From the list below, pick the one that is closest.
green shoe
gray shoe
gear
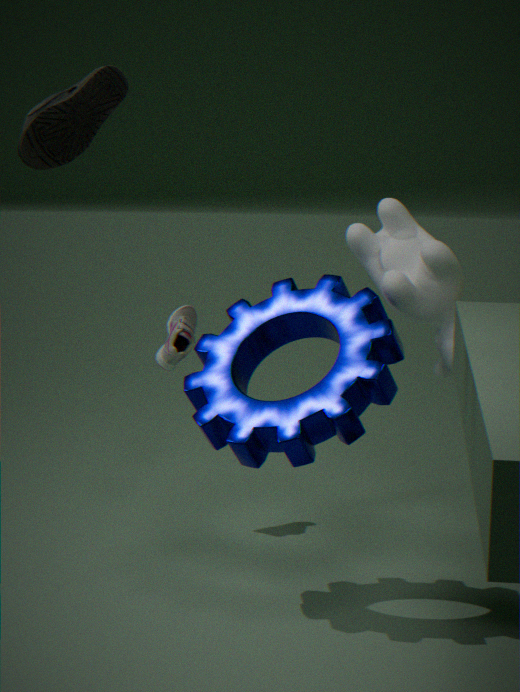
green shoe
